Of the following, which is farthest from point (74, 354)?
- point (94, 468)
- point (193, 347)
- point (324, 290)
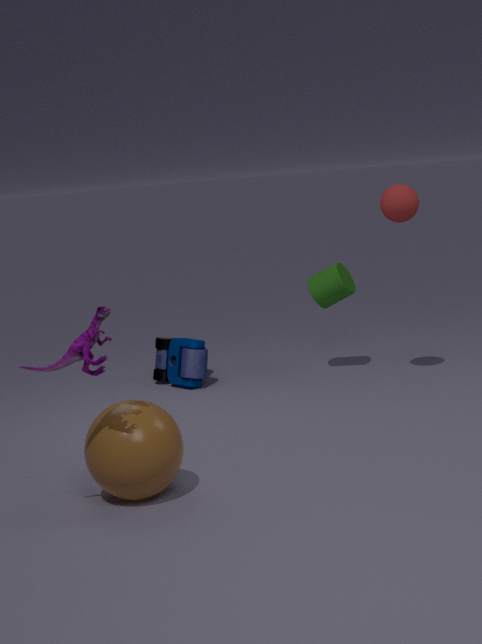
point (324, 290)
